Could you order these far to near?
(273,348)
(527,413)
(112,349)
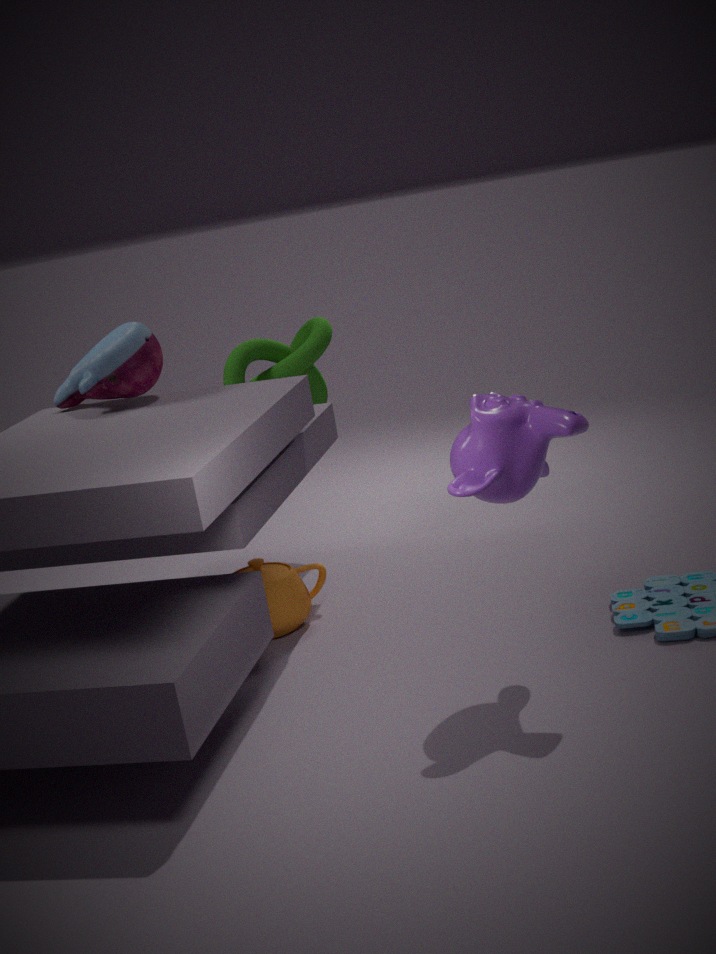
(273,348), (112,349), (527,413)
